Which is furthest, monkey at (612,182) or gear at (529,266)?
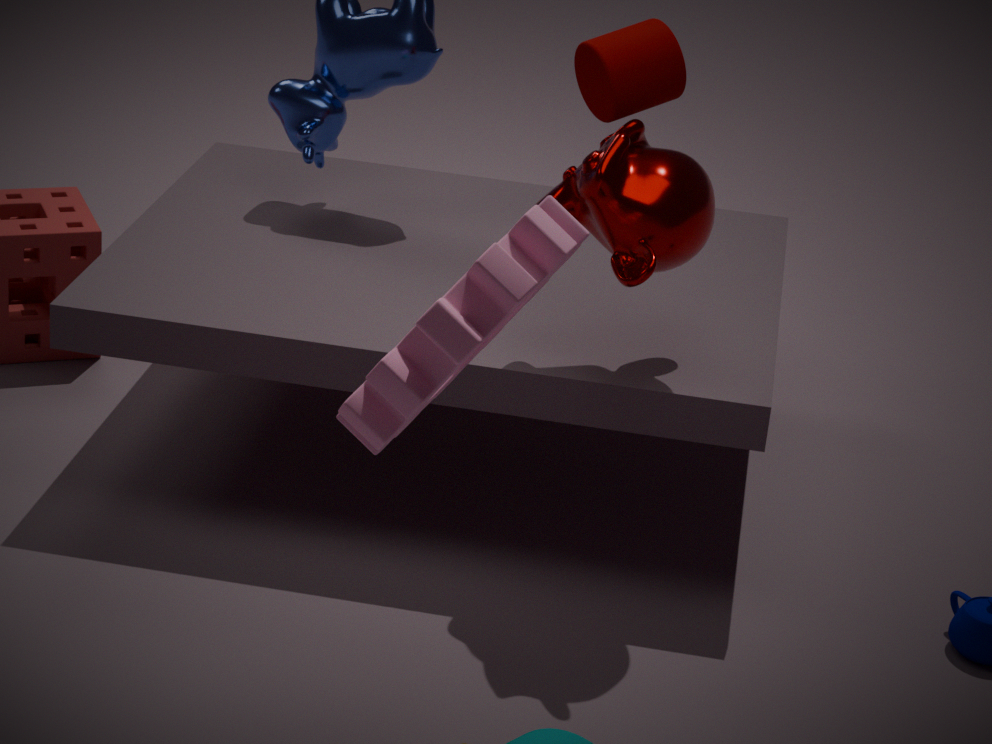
monkey at (612,182)
